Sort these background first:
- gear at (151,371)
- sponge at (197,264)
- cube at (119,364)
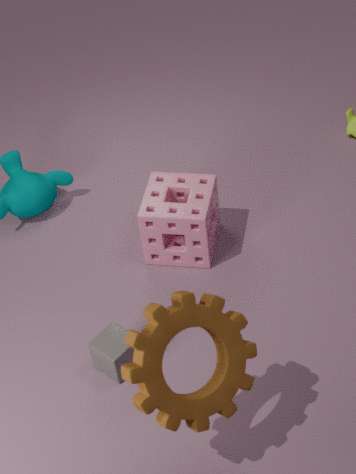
1. sponge at (197,264)
2. cube at (119,364)
3. gear at (151,371)
